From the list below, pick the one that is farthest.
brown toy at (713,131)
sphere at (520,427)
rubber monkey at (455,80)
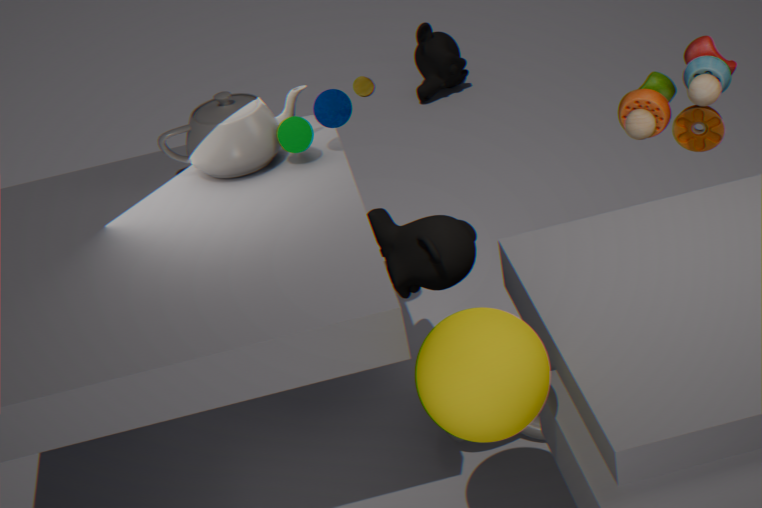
rubber monkey at (455,80)
